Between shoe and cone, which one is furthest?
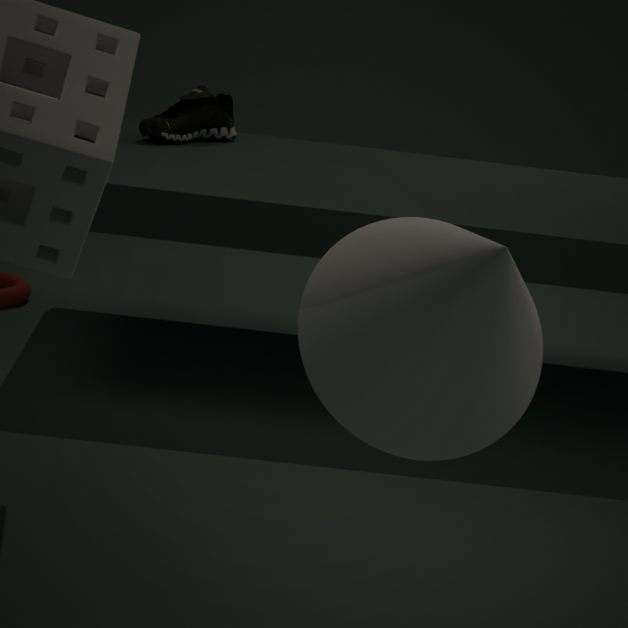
shoe
